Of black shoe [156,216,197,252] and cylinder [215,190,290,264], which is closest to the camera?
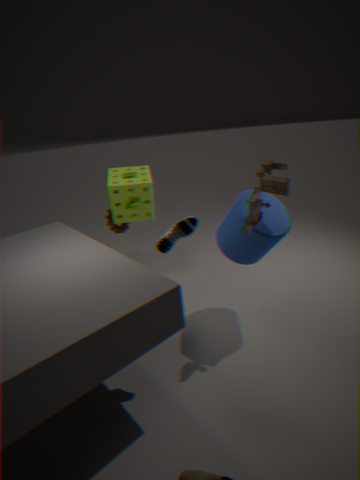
black shoe [156,216,197,252]
